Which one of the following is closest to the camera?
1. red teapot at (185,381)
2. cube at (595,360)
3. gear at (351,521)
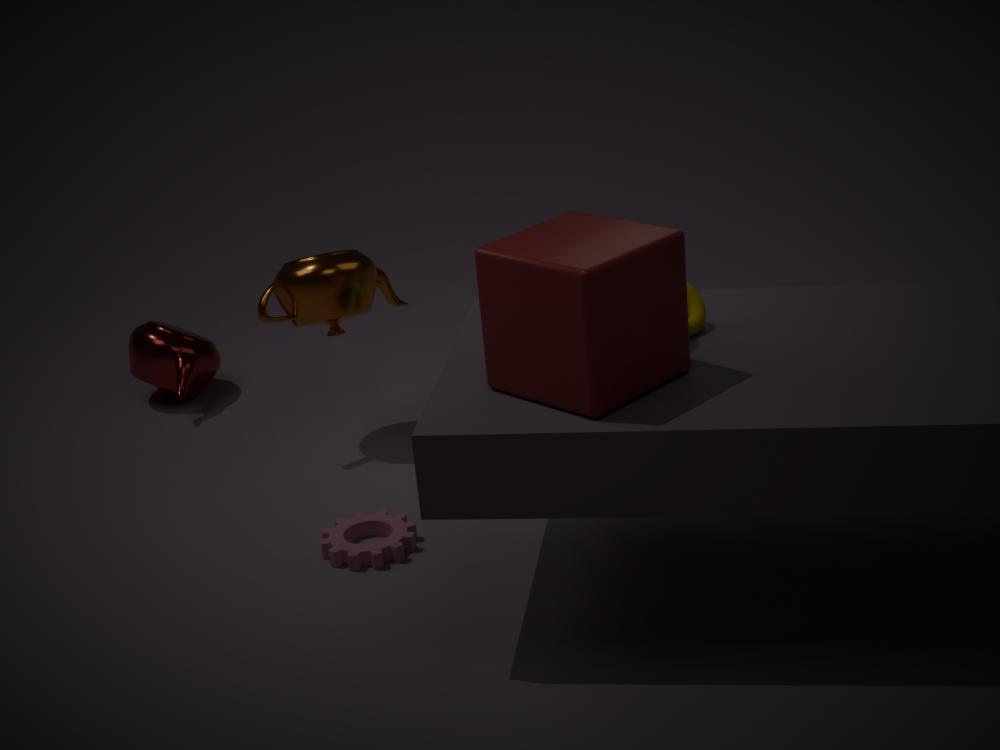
cube at (595,360)
